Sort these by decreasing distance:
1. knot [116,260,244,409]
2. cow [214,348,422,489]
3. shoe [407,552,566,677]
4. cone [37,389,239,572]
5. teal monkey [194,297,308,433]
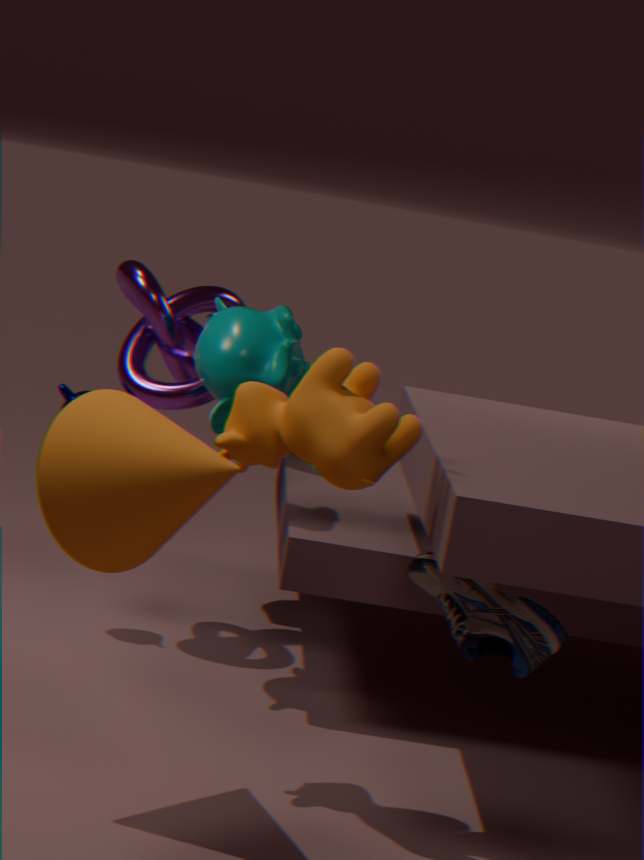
knot [116,260,244,409] < teal monkey [194,297,308,433] < shoe [407,552,566,677] < cow [214,348,422,489] < cone [37,389,239,572]
